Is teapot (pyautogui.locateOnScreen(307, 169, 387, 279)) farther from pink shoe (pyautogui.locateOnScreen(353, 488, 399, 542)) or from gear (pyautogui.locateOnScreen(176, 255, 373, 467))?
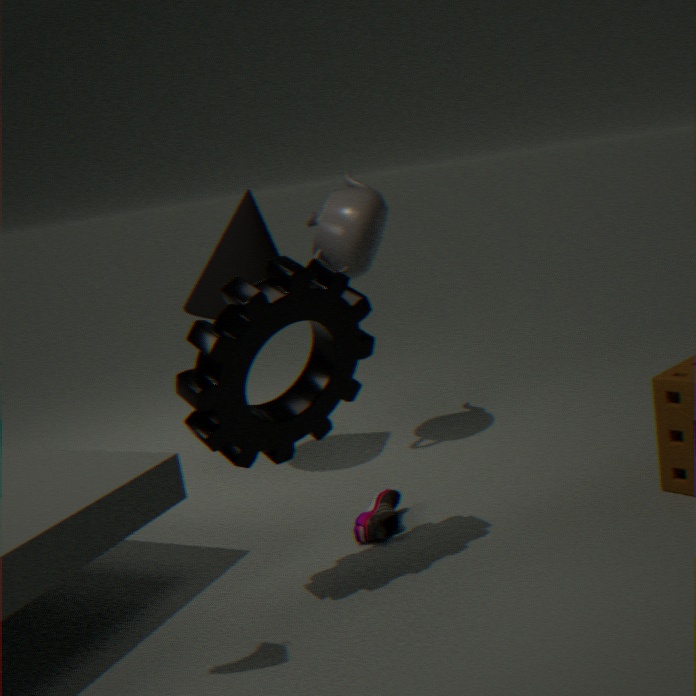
pink shoe (pyautogui.locateOnScreen(353, 488, 399, 542))
